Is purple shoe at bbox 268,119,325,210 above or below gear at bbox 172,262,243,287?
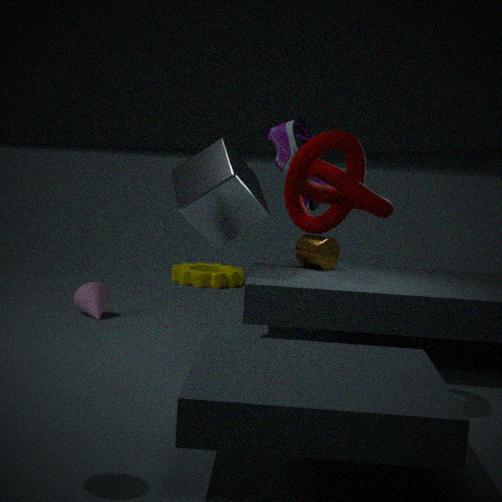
above
